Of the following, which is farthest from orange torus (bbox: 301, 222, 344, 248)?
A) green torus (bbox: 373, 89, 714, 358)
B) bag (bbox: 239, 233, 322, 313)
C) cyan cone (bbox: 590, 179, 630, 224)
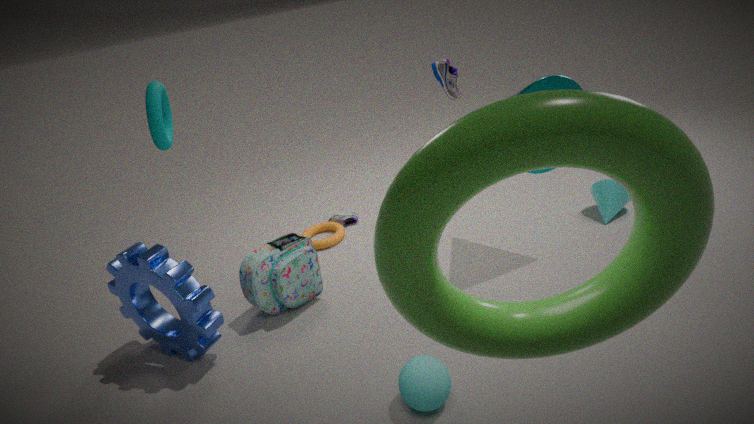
green torus (bbox: 373, 89, 714, 358)
